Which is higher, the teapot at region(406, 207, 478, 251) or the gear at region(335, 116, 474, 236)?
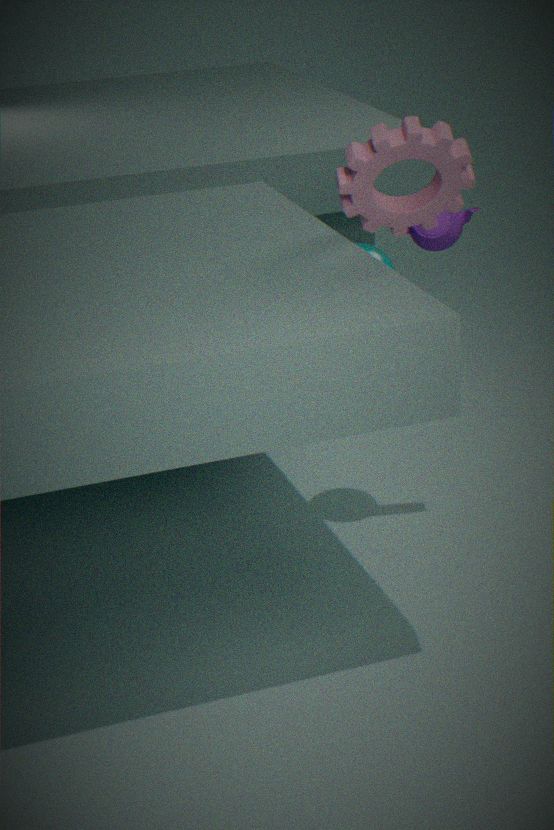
the gear at region(335, 116, 474, 236)
